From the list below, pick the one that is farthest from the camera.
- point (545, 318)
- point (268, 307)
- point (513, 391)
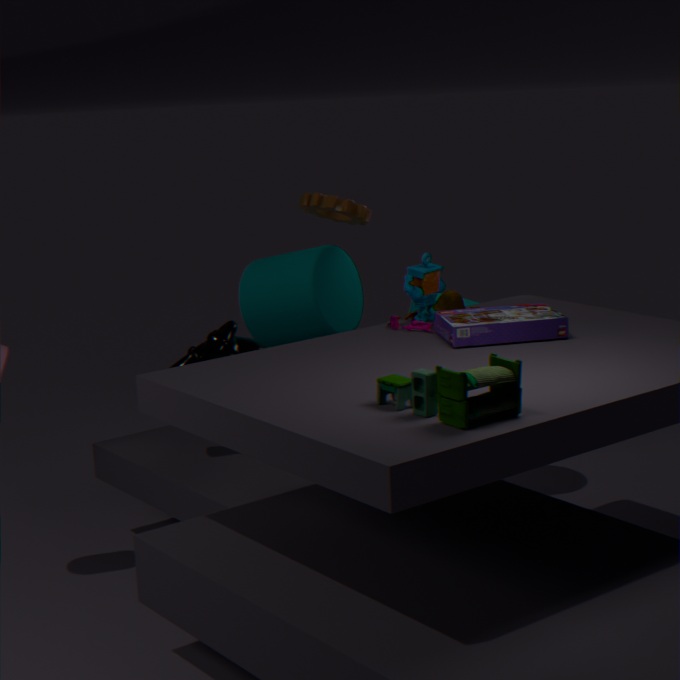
point (268, 307)
